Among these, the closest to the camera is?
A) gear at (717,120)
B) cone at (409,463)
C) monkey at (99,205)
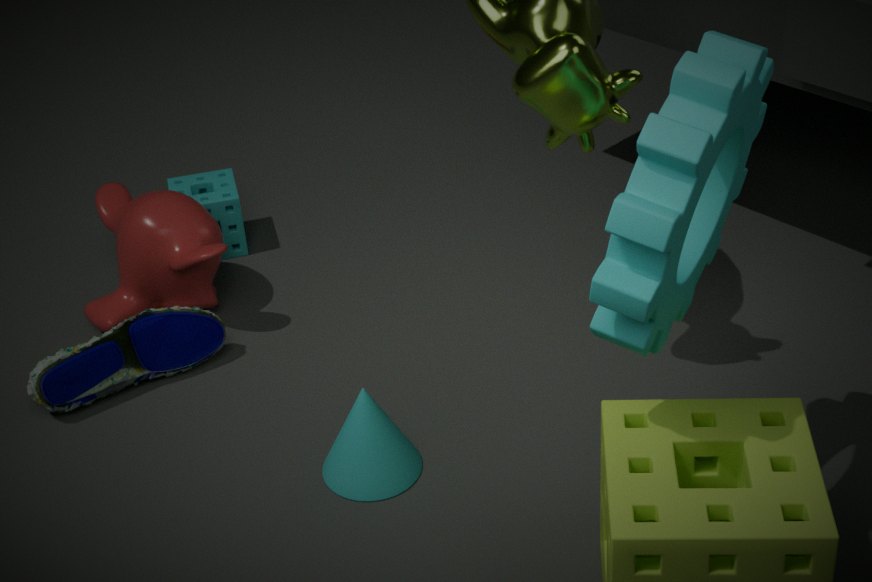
gear at (717,120)
